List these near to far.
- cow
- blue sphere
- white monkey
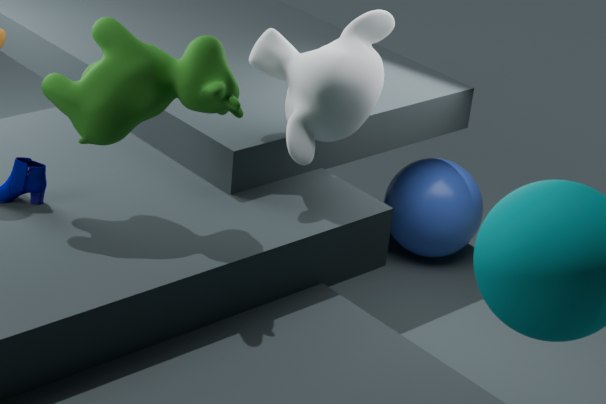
cow
white monkey
blue sphere
